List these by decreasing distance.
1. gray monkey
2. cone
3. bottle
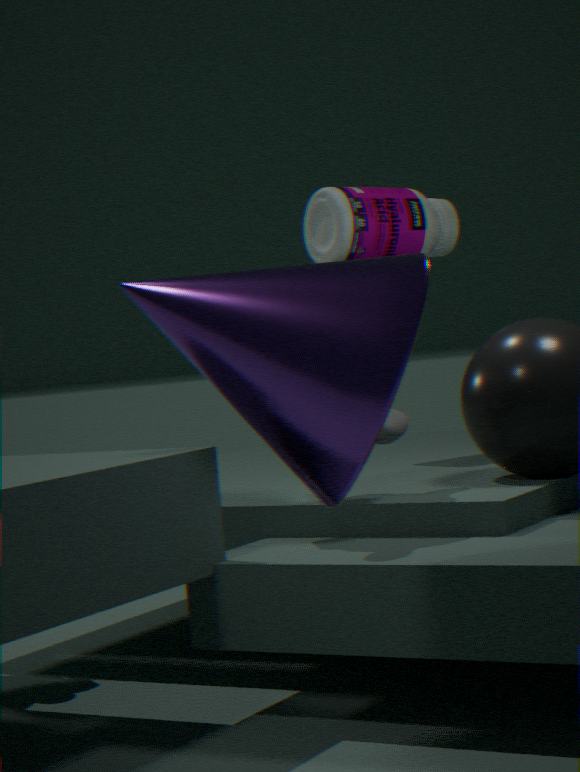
bottle < gray monkey < cone
